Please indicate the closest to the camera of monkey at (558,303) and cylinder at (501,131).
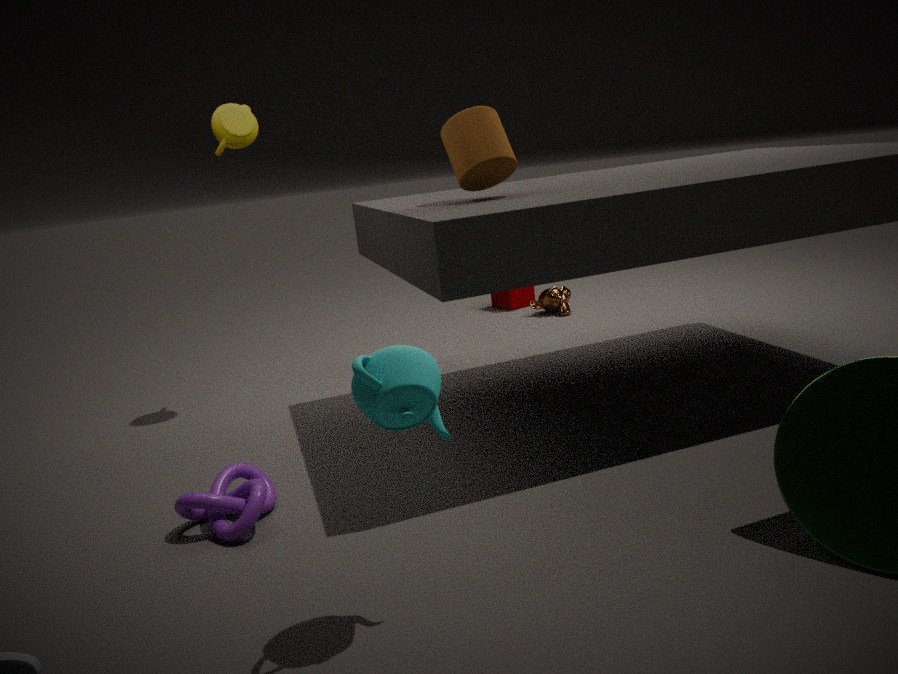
cylinder at (501,131)
